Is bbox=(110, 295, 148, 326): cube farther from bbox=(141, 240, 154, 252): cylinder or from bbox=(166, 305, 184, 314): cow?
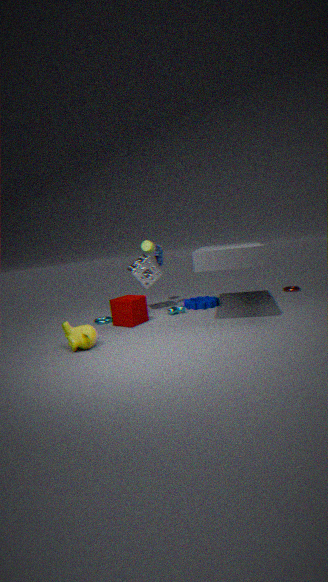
bbox=(141, 240, 154, 252): cylinder
